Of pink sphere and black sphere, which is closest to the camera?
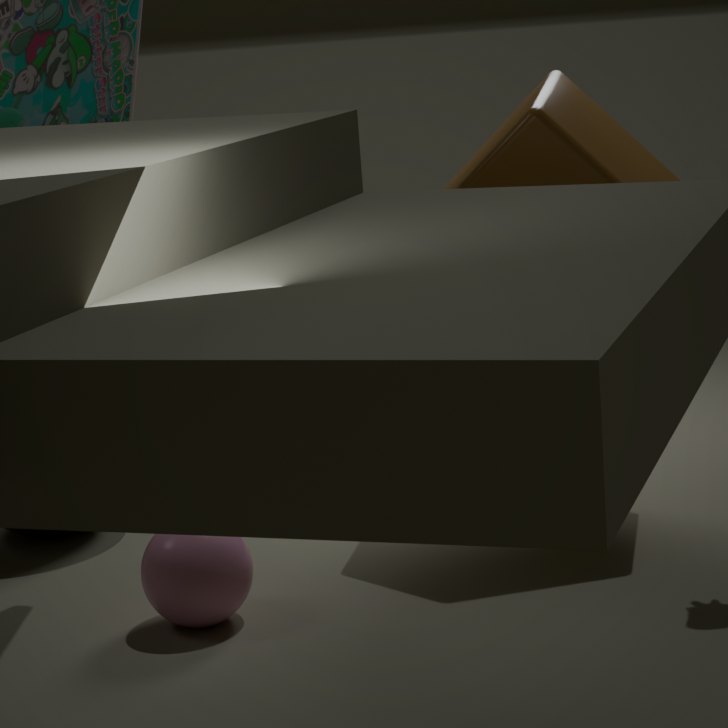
pink sphere
